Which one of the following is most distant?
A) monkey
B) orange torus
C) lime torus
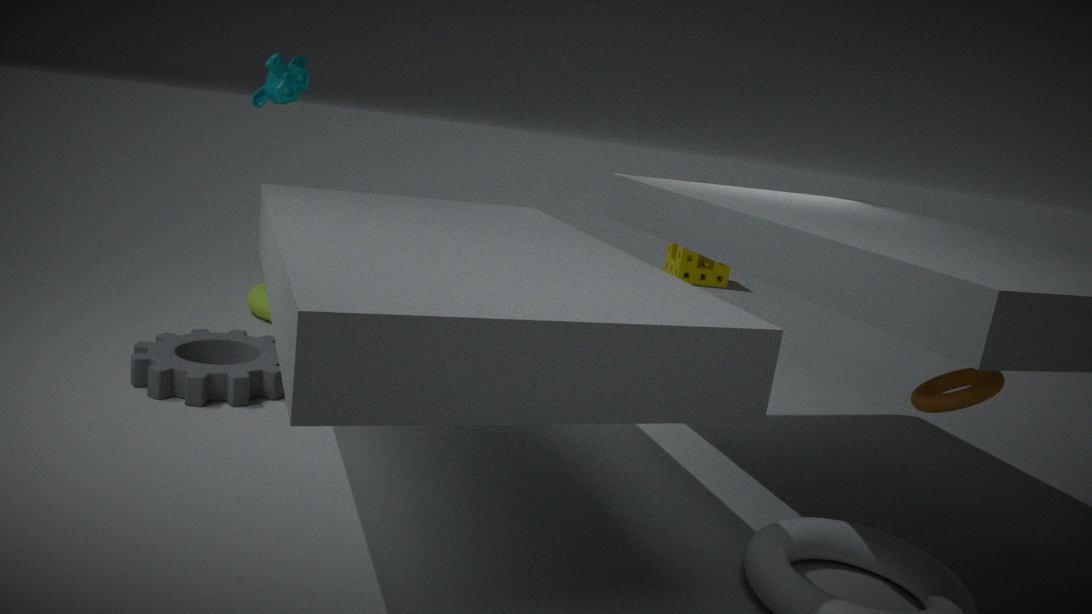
lime torus
